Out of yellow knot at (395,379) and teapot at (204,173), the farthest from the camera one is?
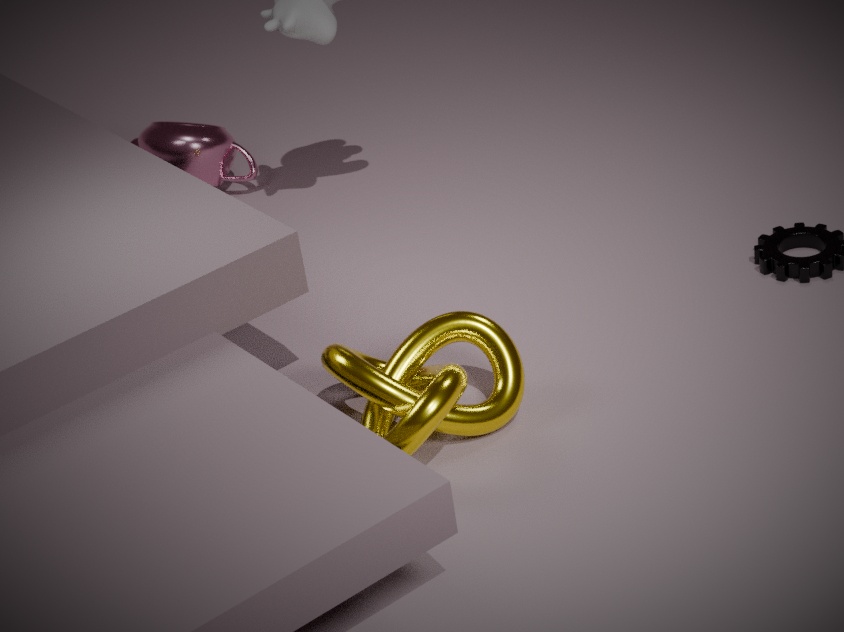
teapot at (204,173)
